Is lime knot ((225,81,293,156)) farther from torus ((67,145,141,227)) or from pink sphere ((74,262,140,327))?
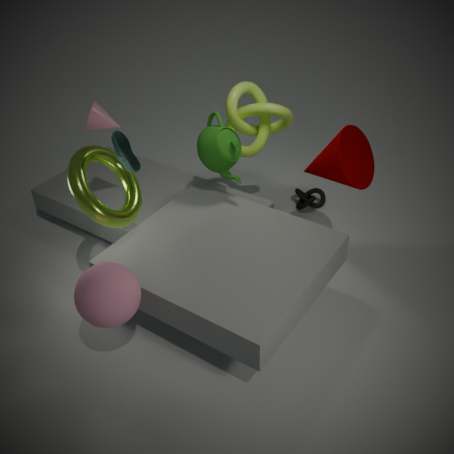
pink sphere ((74,262,140,327))
